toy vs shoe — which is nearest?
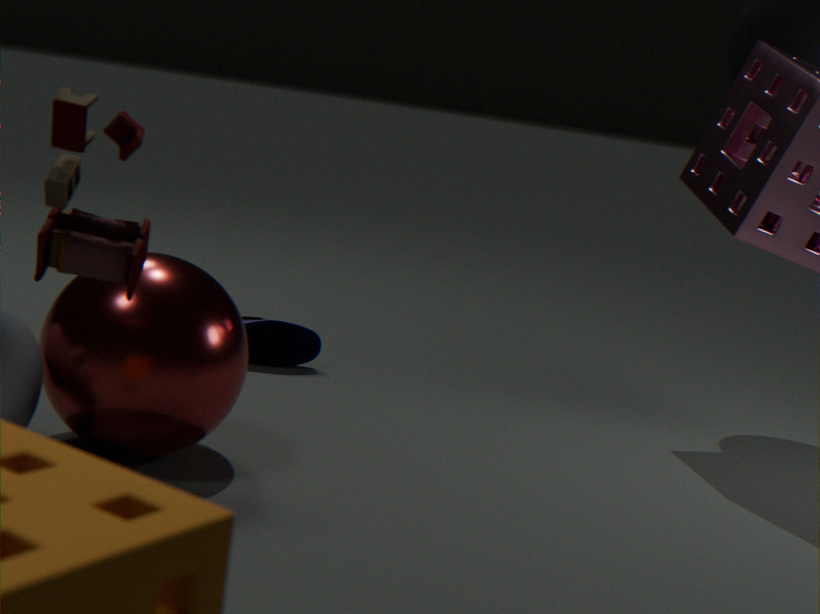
toy
